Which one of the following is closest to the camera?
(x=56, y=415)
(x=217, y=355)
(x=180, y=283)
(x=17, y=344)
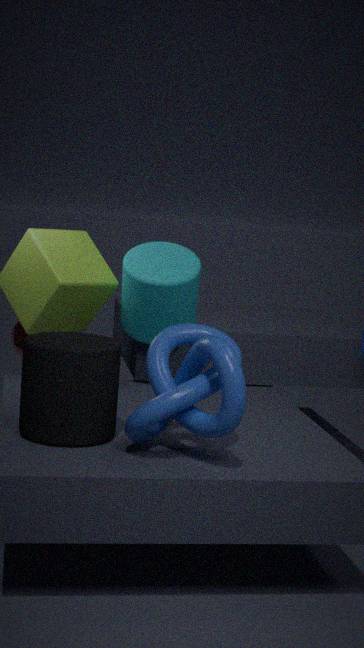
(x=217, y=355)
